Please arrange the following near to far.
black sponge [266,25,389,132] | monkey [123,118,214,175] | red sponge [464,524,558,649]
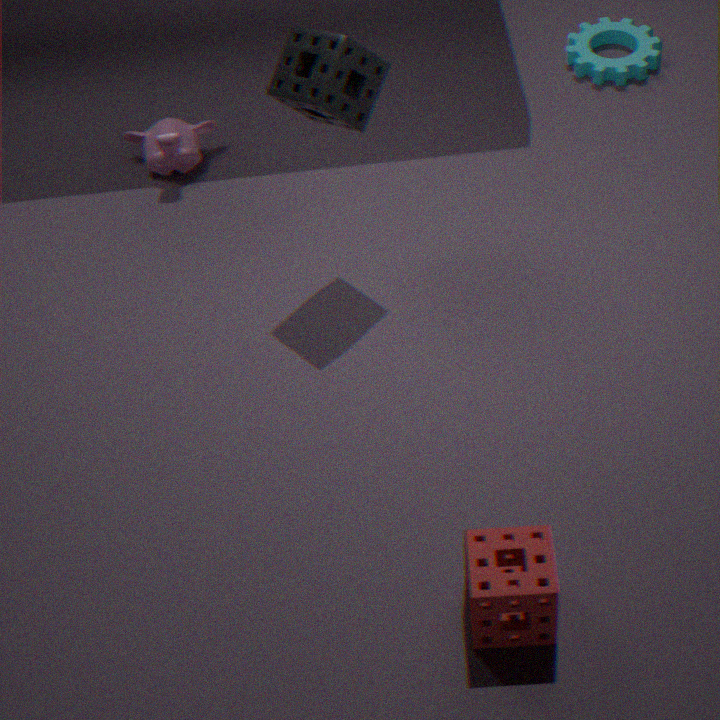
red sponge [464,524,558,649]
black sponge [266,25,389,132]
monkey [123,118,214,175]
